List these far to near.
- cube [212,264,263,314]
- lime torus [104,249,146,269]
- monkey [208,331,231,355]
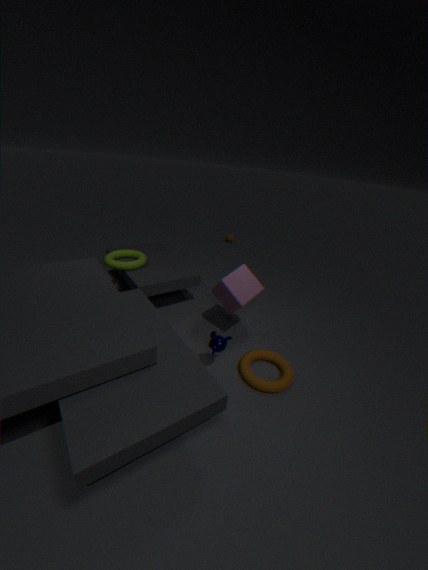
1. lime torus [104,249,146,269]
2. cube [212,264,263,314]
3. monkey [208,331,231,355]
